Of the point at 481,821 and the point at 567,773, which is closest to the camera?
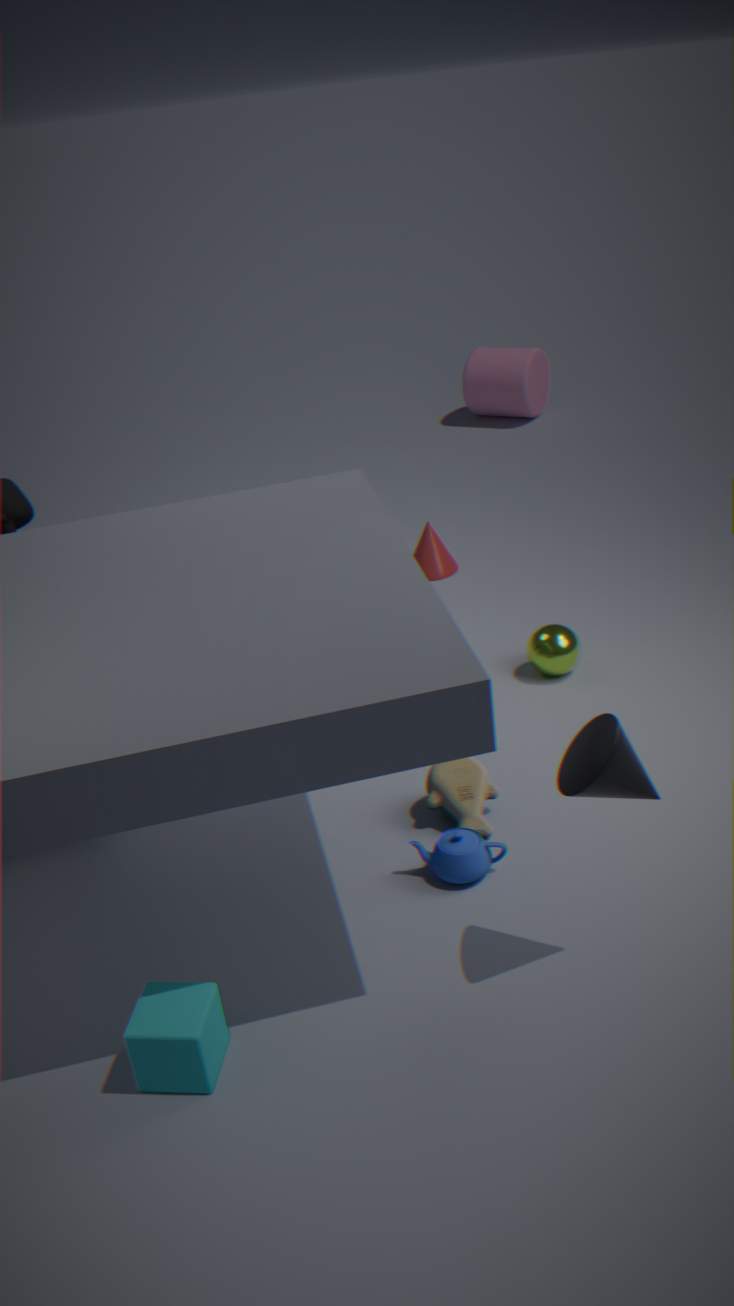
the point at 567,773
